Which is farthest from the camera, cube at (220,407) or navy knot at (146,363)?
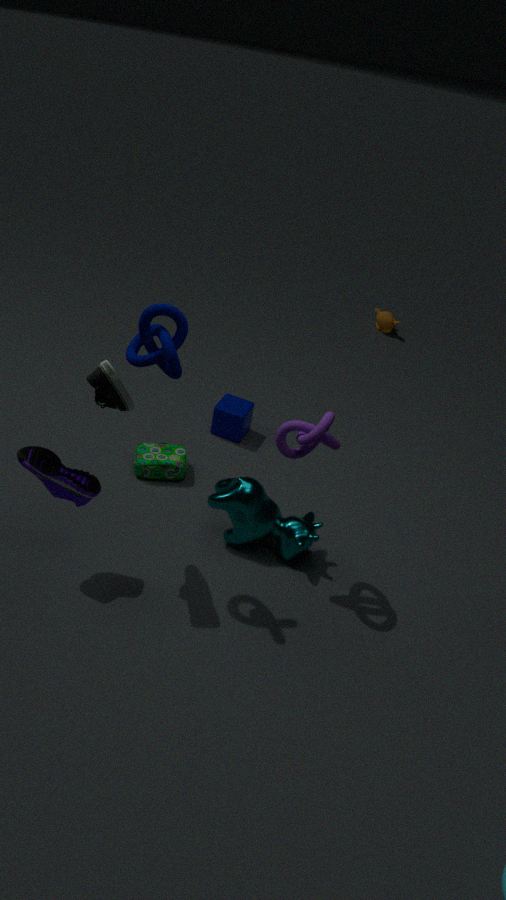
cube at (220,407)
